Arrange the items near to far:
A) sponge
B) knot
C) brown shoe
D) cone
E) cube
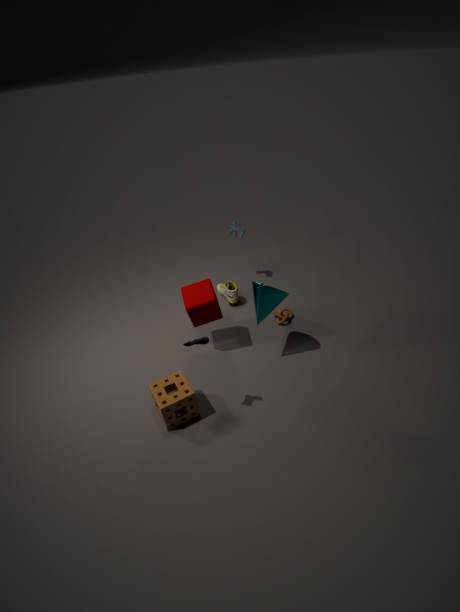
sponge
cone
cube
knot
brown shoe
